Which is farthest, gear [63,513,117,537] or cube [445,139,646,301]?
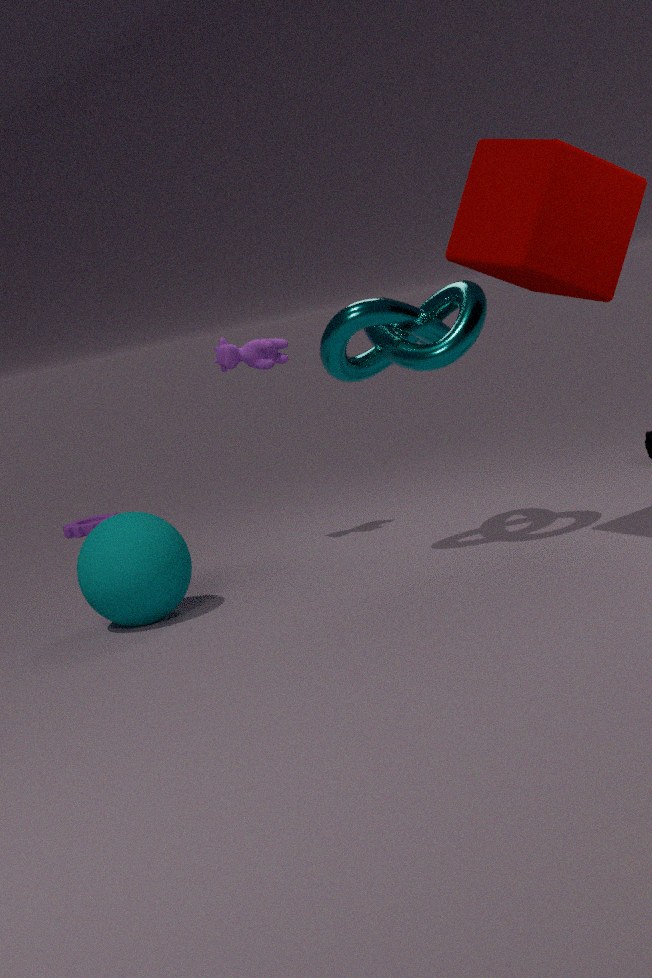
gear [63,513,117,537]
